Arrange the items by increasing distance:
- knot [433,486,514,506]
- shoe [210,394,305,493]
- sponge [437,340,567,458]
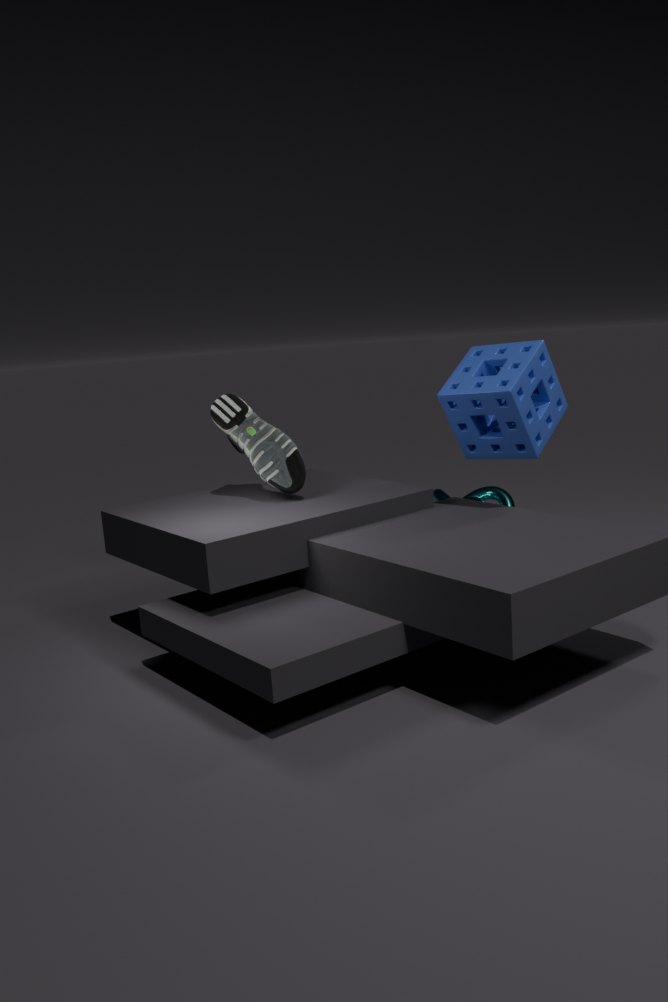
1. sponge [437,340,567,458]
2. shoe [210,394,305,493]
3. knot [433,486,514,506]
